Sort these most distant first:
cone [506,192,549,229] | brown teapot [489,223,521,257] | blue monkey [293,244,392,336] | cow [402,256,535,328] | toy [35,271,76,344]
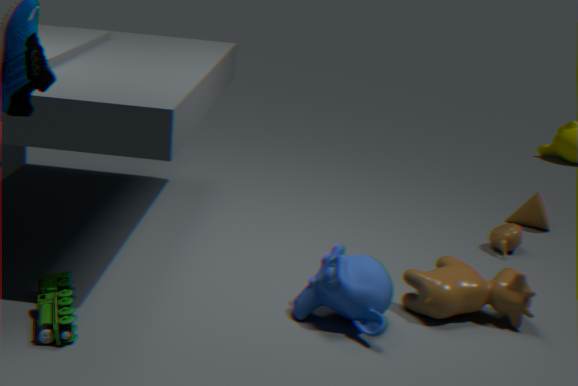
cone [506,192,549,229], brown teapot [489,223,521,257], cow [402,256,535,328], blue monkey [293,244,392,336], toy [35,271,76,344]
